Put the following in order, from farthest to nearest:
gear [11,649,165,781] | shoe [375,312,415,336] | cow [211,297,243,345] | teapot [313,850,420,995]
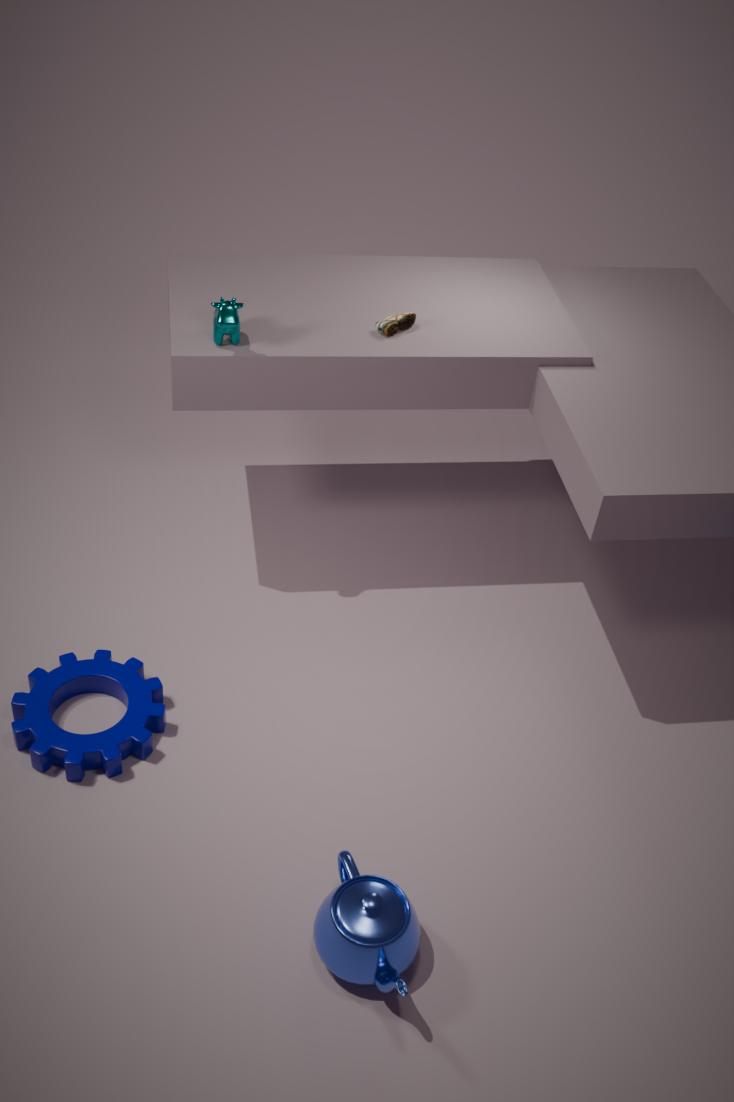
1. shoe [375,312,415,336]
2. cow [211,297,243,345]
3. gear [11,649,165,781]
4. teapot [313,850,420,995]
